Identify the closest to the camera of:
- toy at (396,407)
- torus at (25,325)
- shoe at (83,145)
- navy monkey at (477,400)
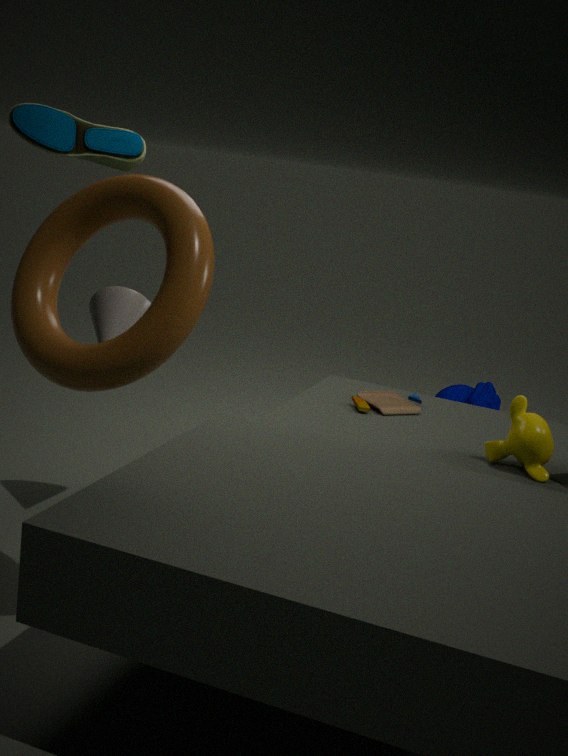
torus at (25,325)
